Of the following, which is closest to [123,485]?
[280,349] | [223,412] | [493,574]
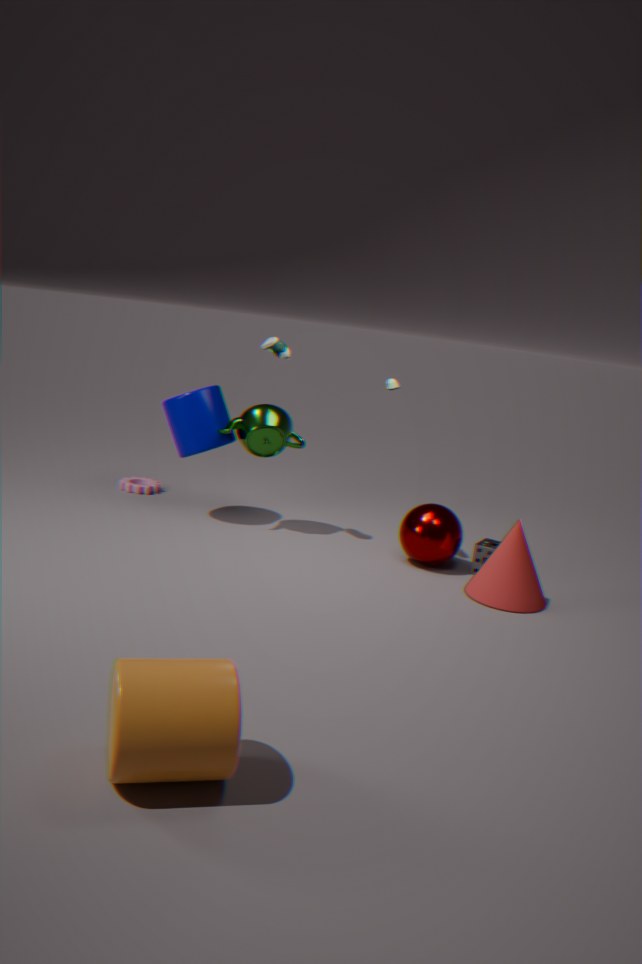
[223,412]
